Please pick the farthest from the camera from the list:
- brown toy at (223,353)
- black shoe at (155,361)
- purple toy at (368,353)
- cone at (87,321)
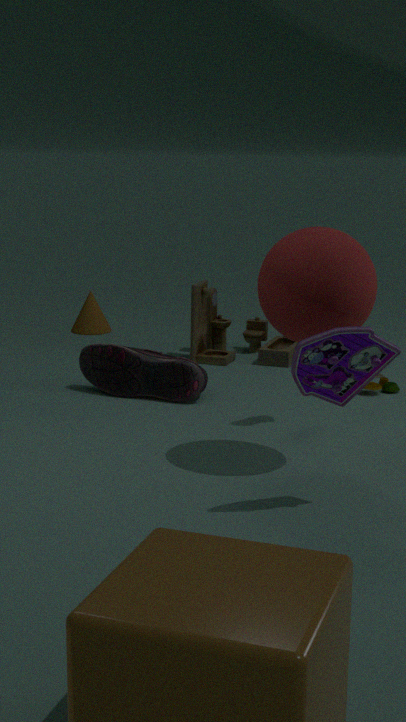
cone at (87,321)
